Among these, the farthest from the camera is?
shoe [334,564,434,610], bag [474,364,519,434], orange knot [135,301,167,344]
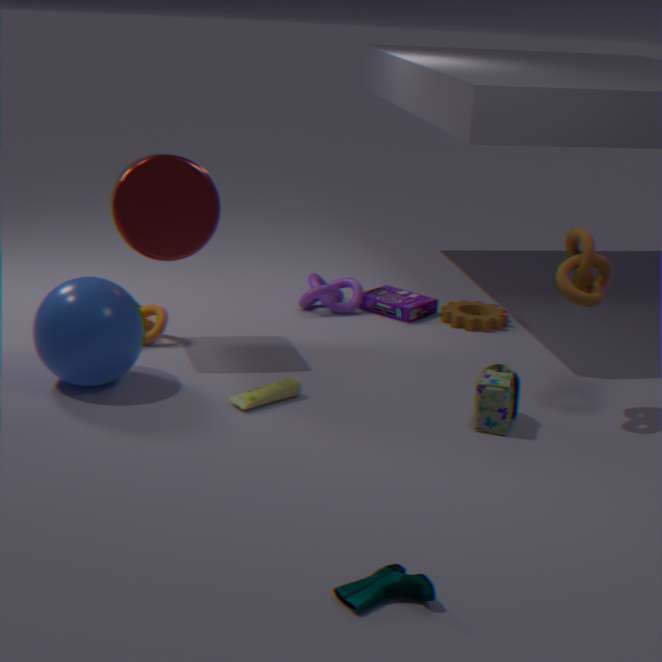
orange knot [135,301,167,344]
